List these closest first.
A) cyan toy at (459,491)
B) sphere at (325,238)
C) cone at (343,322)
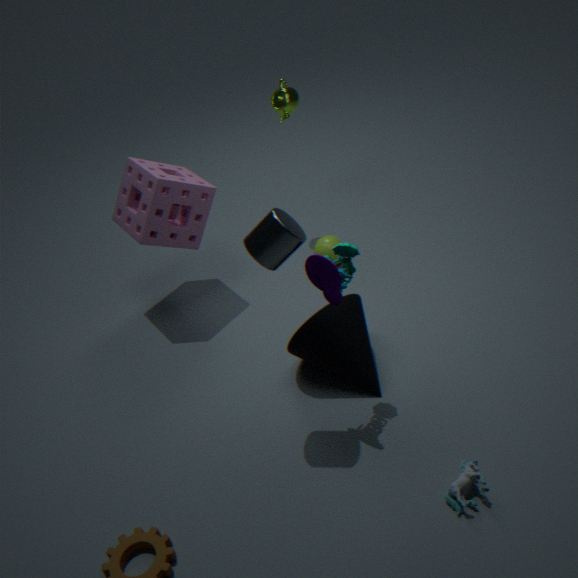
1. cyan toy at (459,491)
2. cone at (343,322)
3. sphere at (325,238)
